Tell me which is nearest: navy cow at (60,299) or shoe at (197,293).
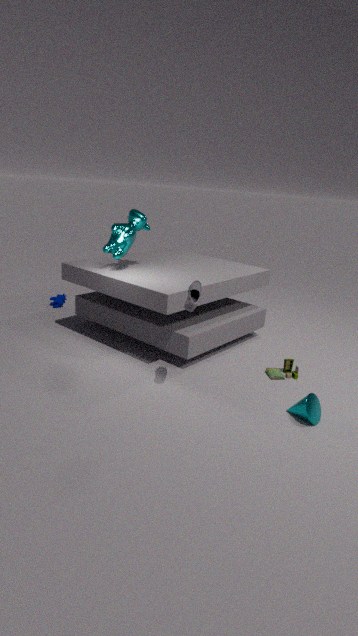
shoe at (197,293)
